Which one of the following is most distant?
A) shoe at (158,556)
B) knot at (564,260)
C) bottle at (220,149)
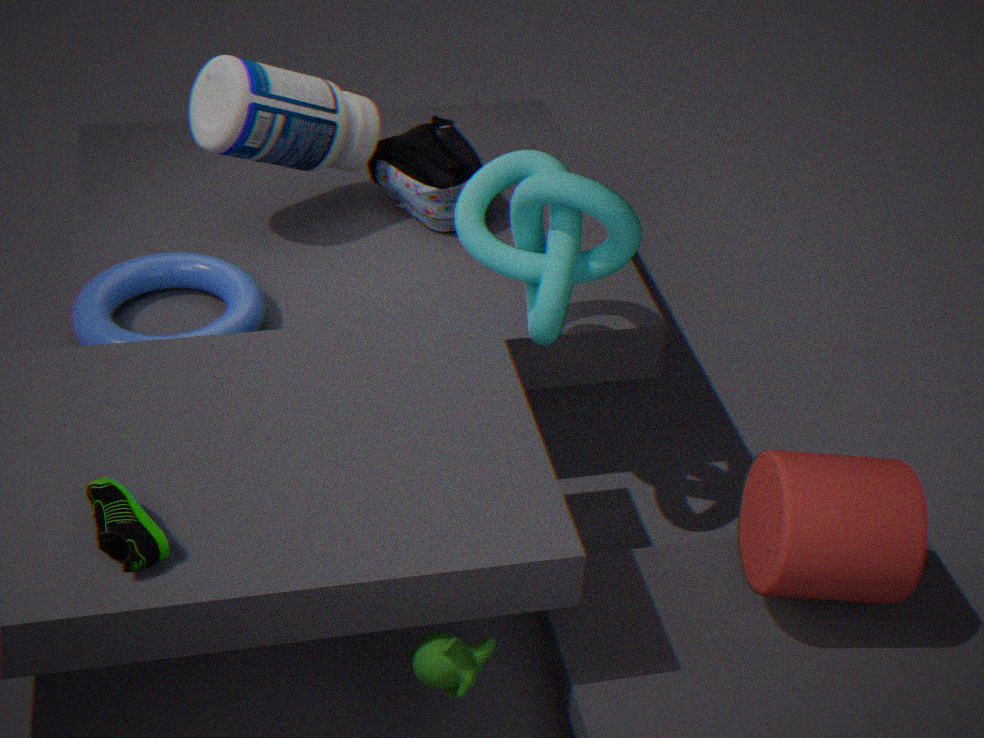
bottle at (220,149)
